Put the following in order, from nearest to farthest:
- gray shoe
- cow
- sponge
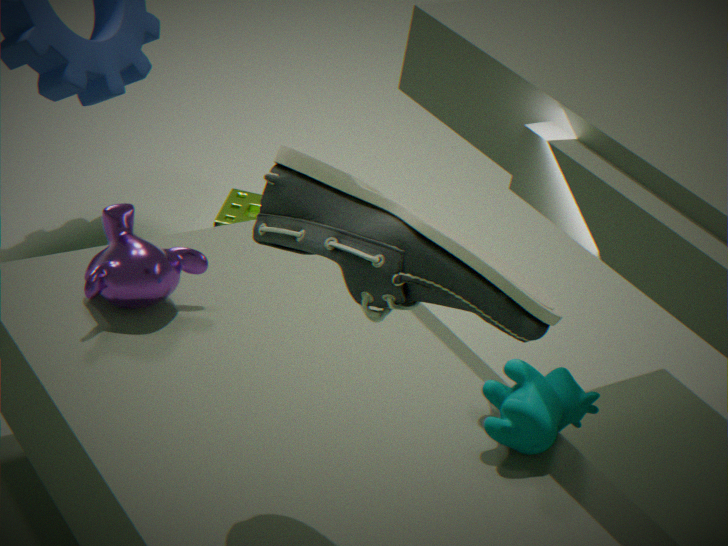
gray shoe < cow < sponge
